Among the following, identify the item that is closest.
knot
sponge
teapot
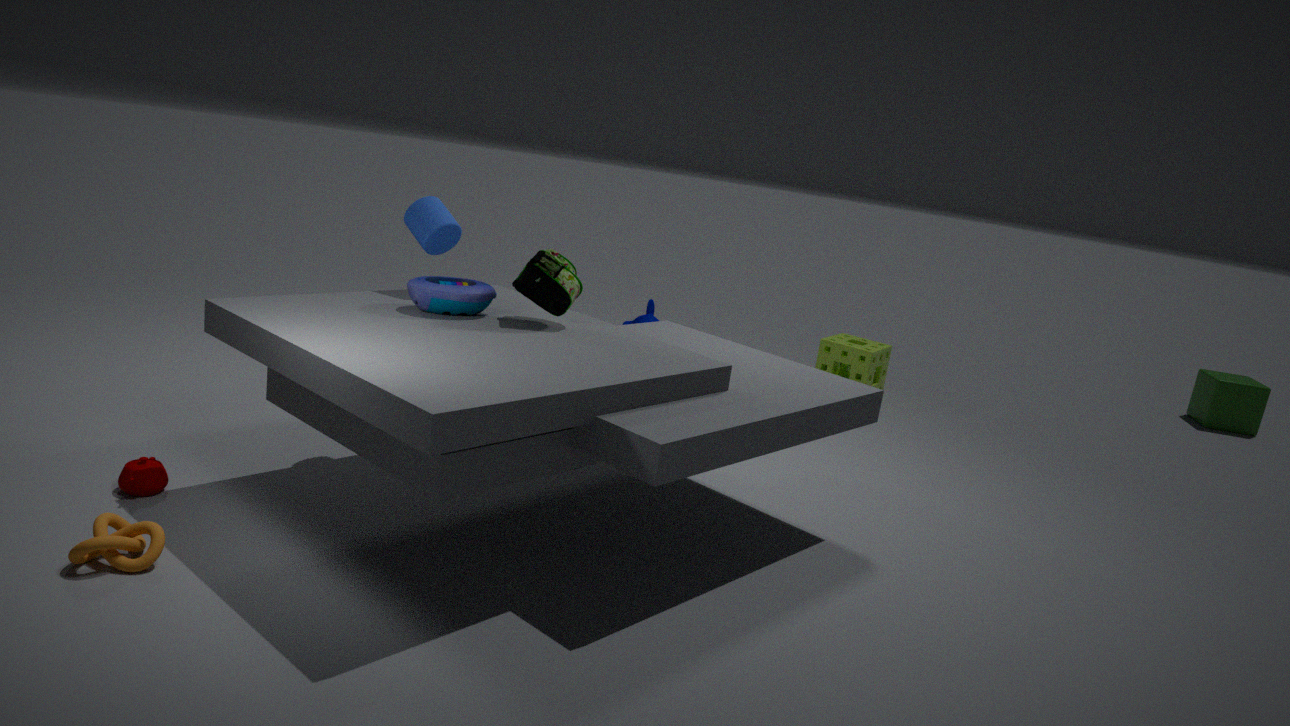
knot
